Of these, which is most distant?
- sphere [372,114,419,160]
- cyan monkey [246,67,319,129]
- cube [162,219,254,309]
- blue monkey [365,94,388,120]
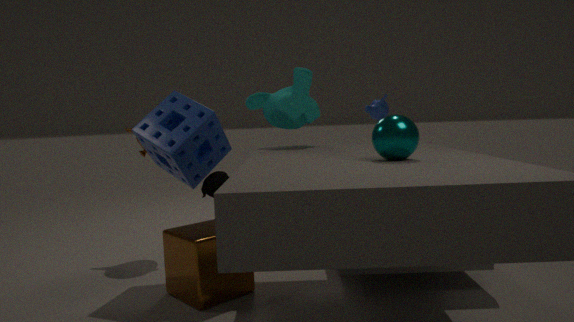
blue monkey [365,94,388,120]
